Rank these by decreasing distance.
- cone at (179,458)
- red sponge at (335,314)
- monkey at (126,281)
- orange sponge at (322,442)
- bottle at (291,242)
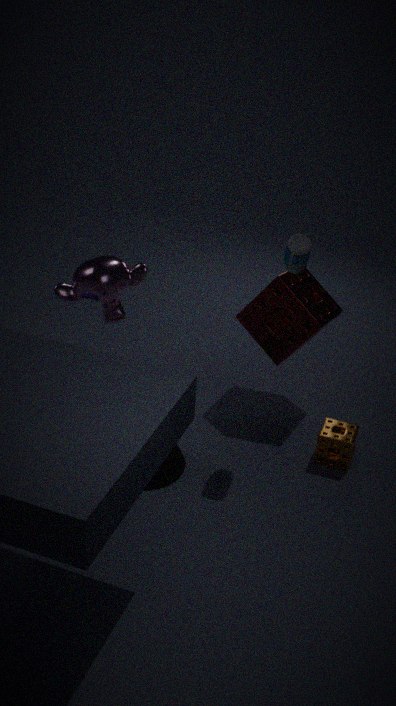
red sponge at (335,314)
monkey at (126,281)
orange sponge at (322,442)
cone at (179,458)
bottle at (291,242)
